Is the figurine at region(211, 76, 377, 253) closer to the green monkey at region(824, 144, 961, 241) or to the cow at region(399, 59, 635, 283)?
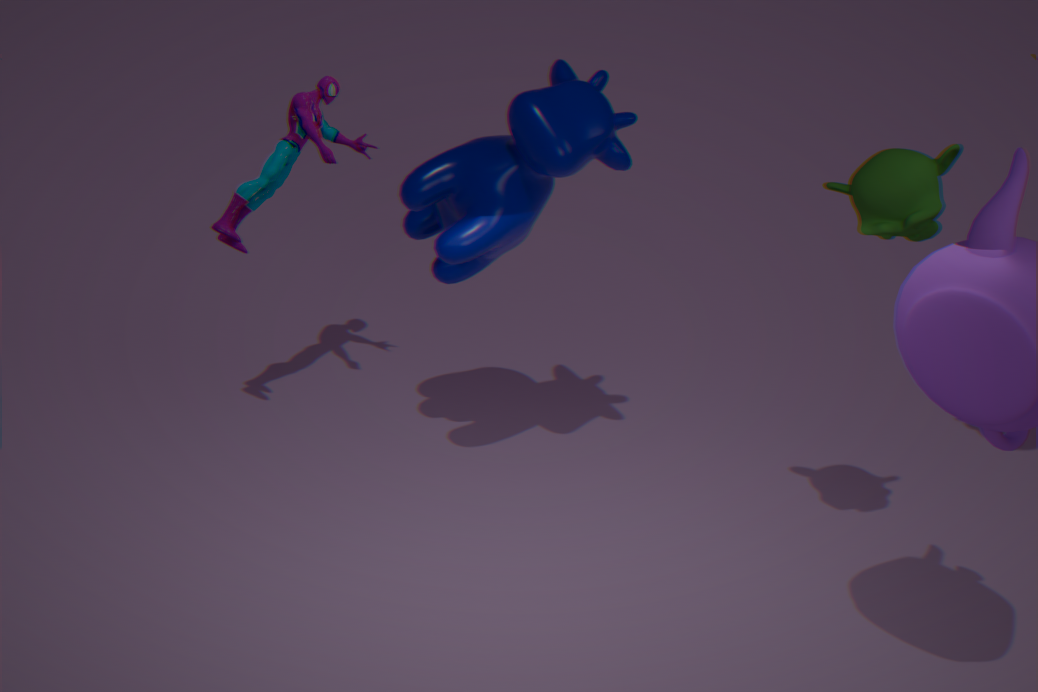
the cow at region(399, 59, 635, 283)
